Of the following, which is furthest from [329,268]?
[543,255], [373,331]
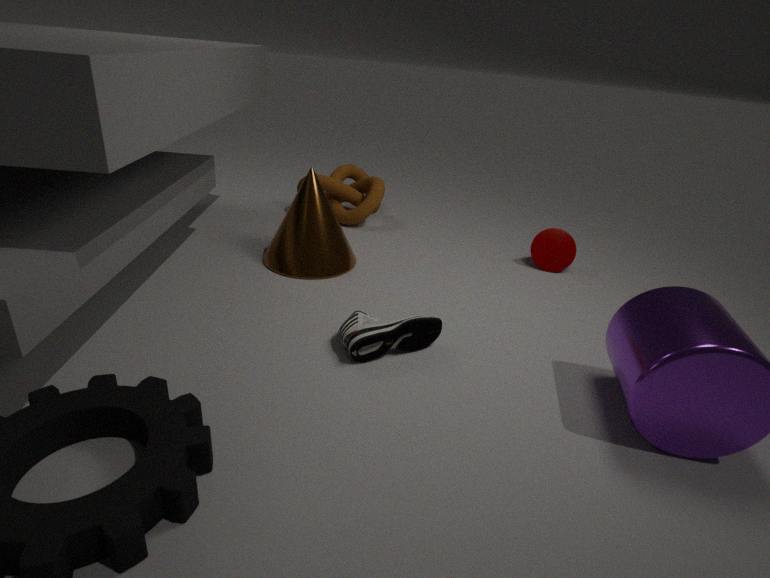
[543,255]
